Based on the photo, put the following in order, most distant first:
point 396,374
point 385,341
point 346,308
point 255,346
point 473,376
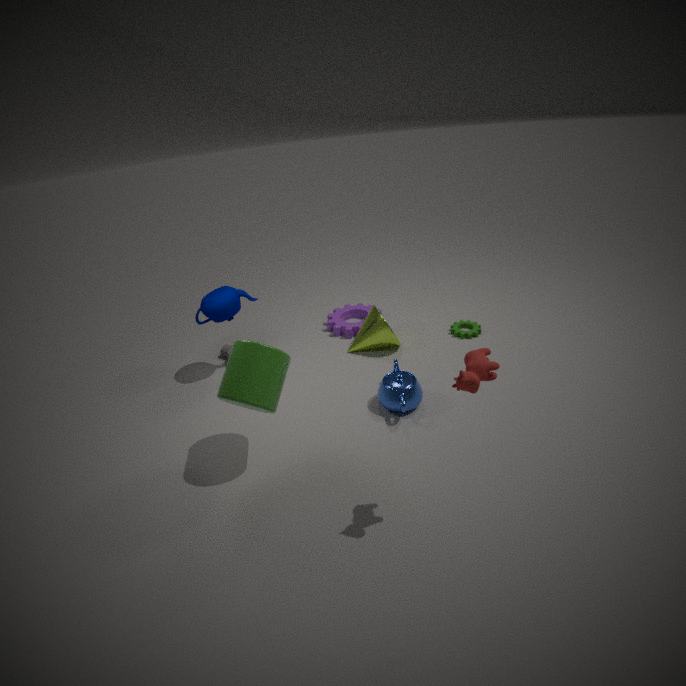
point 346,308, point 385,341, point 396,374, point 255,346, point 473,376
